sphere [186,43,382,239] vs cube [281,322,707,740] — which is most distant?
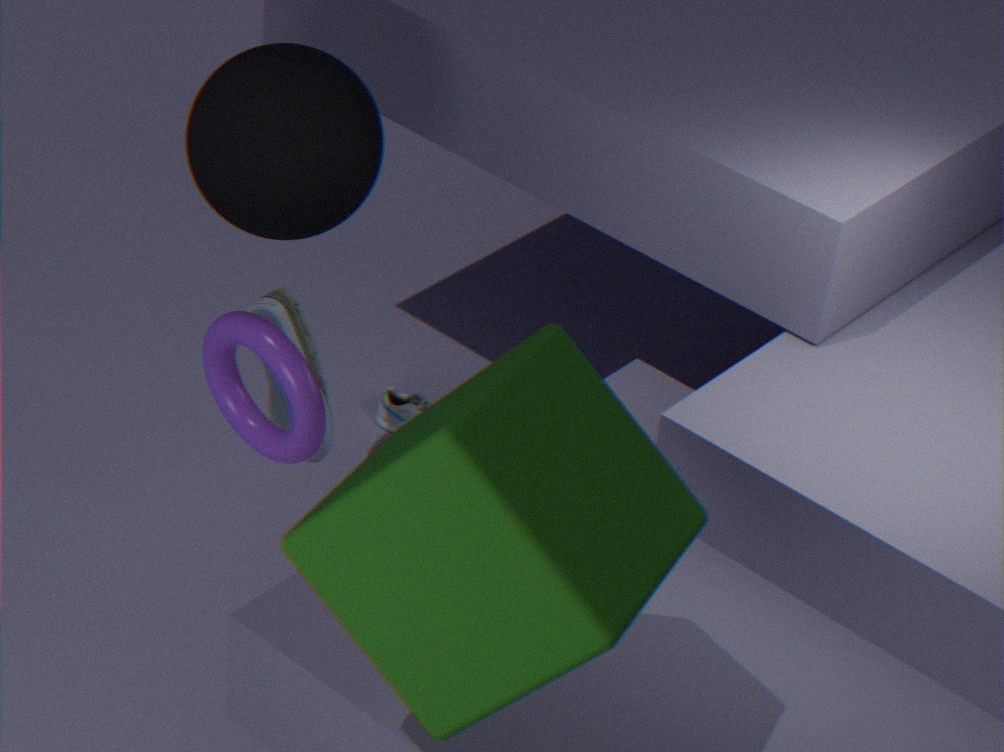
sphere [186,43,382,239]
